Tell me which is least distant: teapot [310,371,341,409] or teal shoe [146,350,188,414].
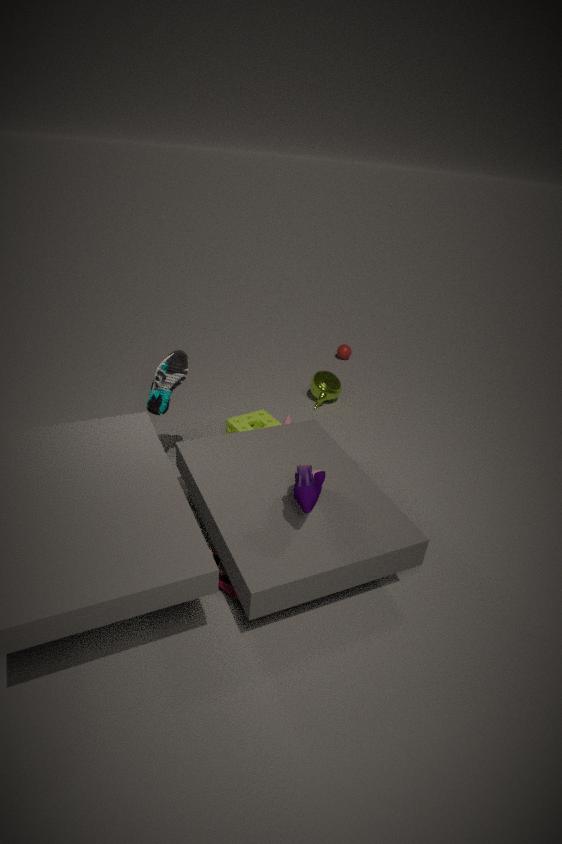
teal shoe [146,350,188,414]
